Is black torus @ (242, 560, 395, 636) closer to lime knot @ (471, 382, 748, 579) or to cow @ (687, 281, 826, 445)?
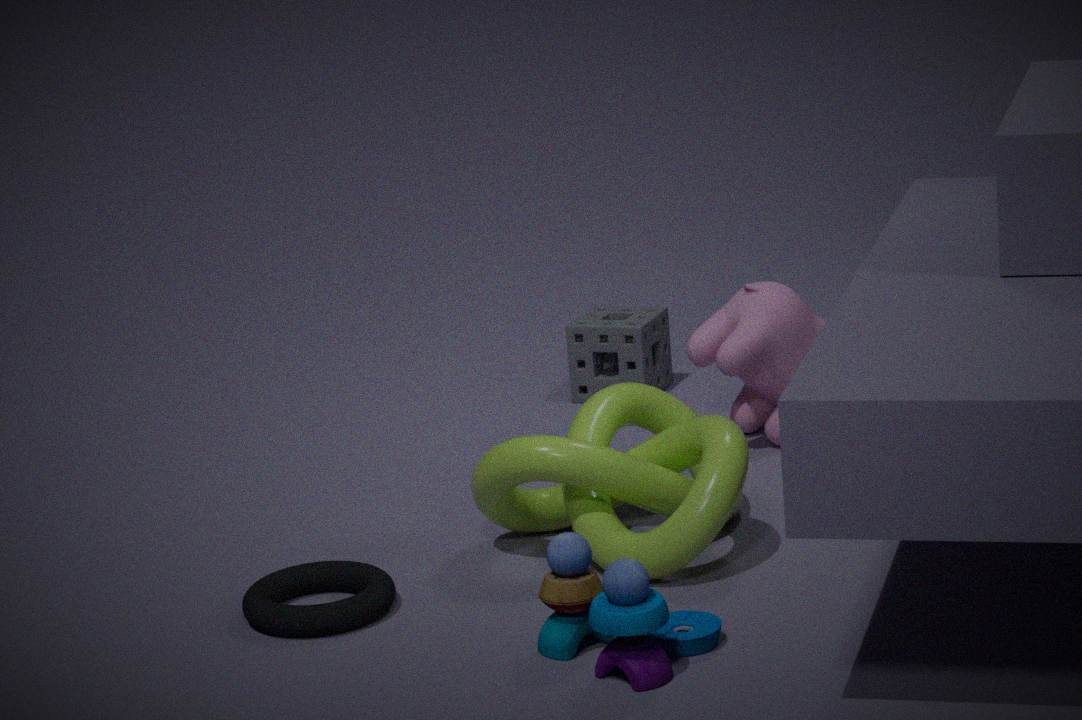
lime knot @ (471, 382, 748, 579)
